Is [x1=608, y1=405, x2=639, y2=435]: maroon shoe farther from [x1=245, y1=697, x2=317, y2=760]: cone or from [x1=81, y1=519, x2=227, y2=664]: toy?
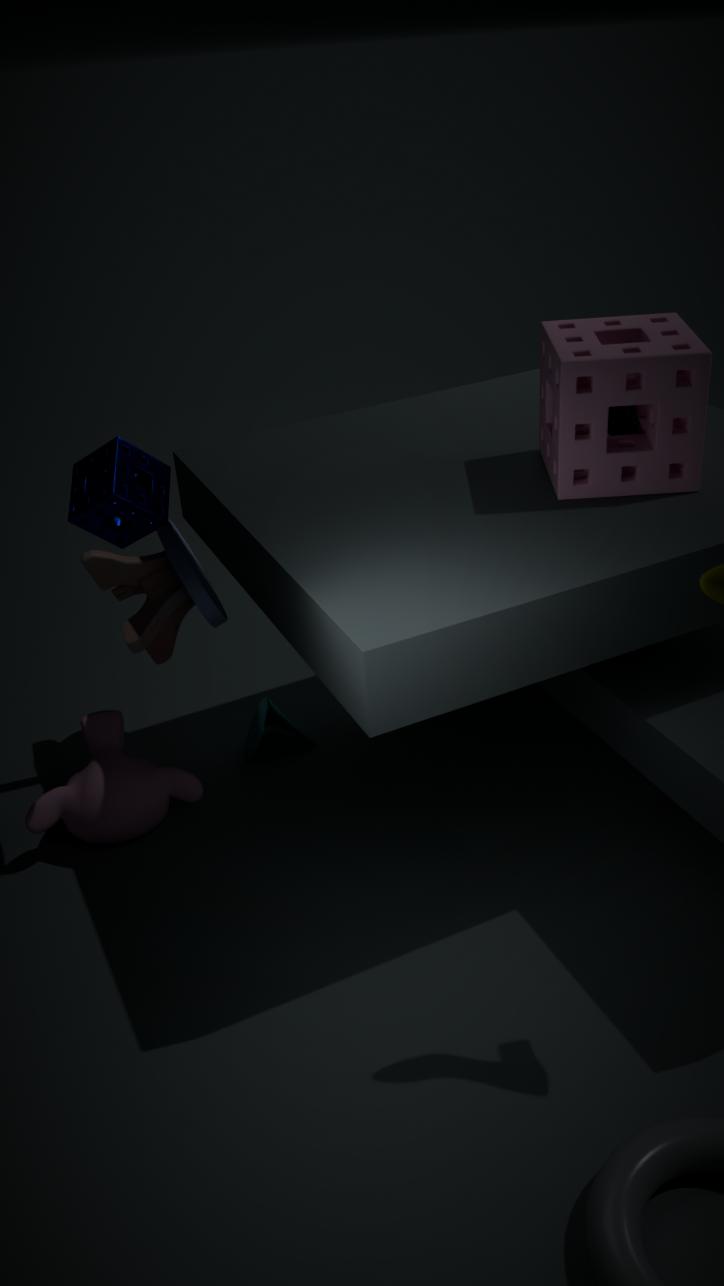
[x1=245, y1=697, x2=317, y2=760]: cone
